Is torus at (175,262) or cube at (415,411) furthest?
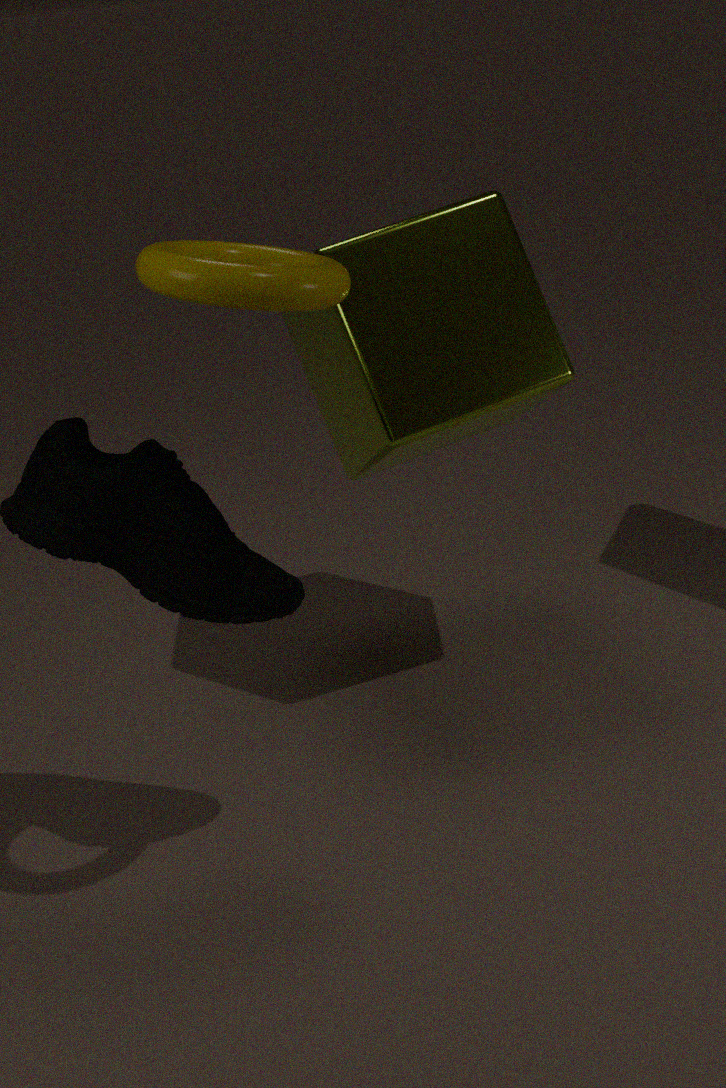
cube at (415,411)
